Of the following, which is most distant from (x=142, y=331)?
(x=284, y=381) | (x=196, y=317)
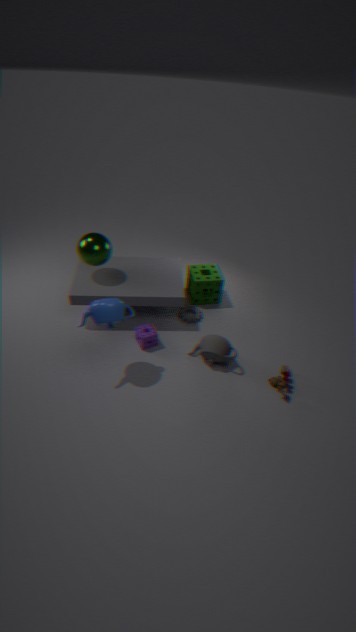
(x=284, y=381)
